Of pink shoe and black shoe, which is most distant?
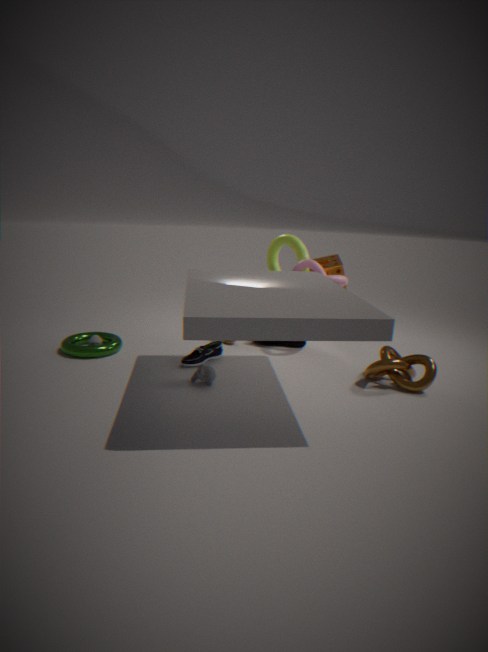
pink shoe
